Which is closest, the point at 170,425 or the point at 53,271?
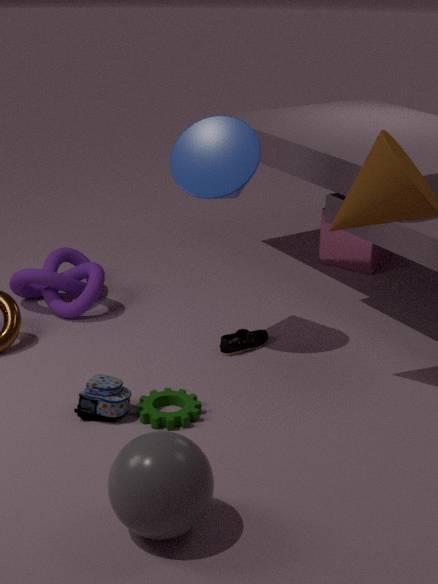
the point at 170,425
